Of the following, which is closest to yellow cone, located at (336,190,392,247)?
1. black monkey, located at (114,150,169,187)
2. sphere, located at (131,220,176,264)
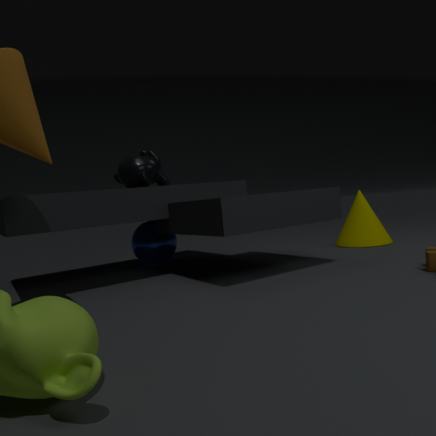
sphere, located at (131,220,176,264)
